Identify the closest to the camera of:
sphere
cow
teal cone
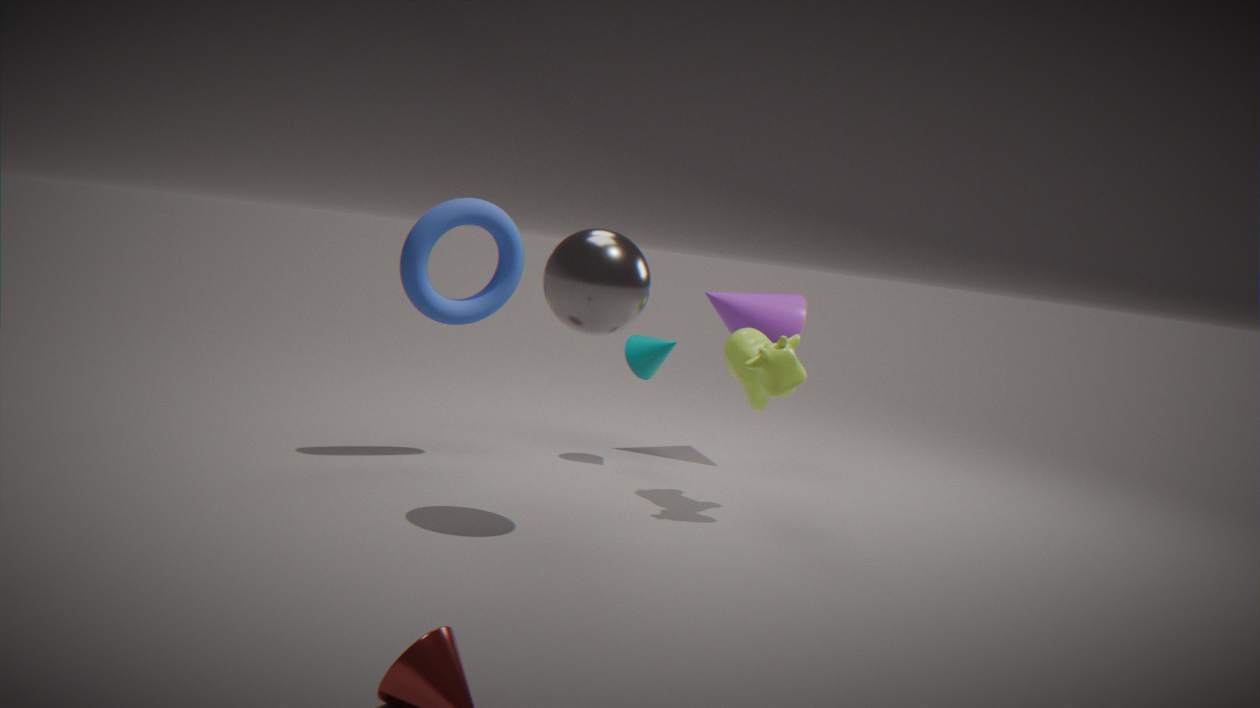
sphere
